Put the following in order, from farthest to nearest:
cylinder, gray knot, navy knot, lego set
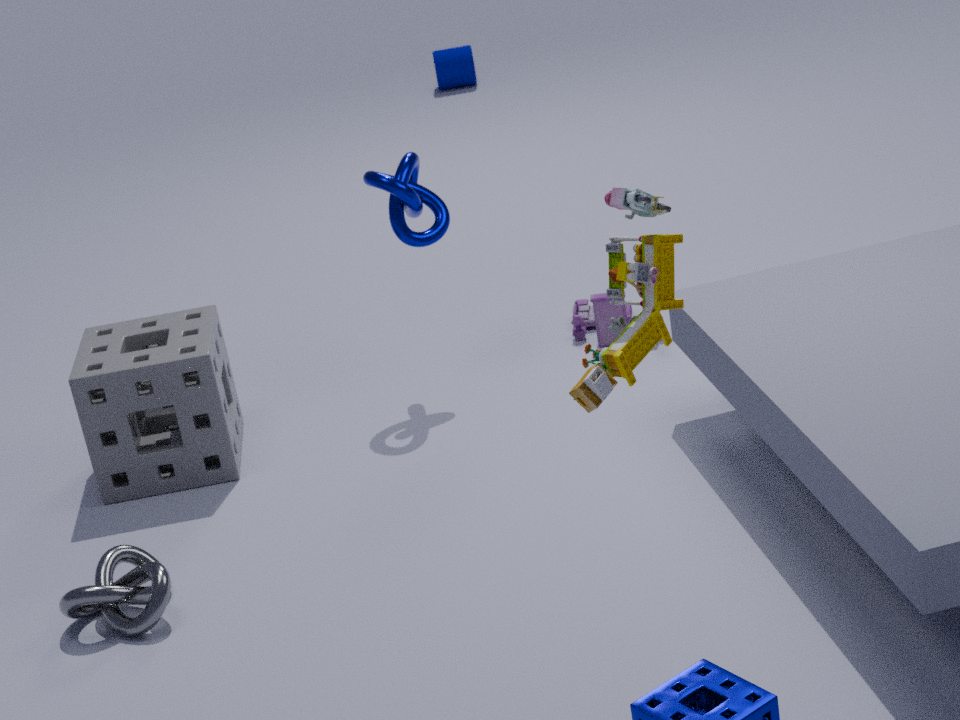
cylinder → navy knot → gray knot → lego set
